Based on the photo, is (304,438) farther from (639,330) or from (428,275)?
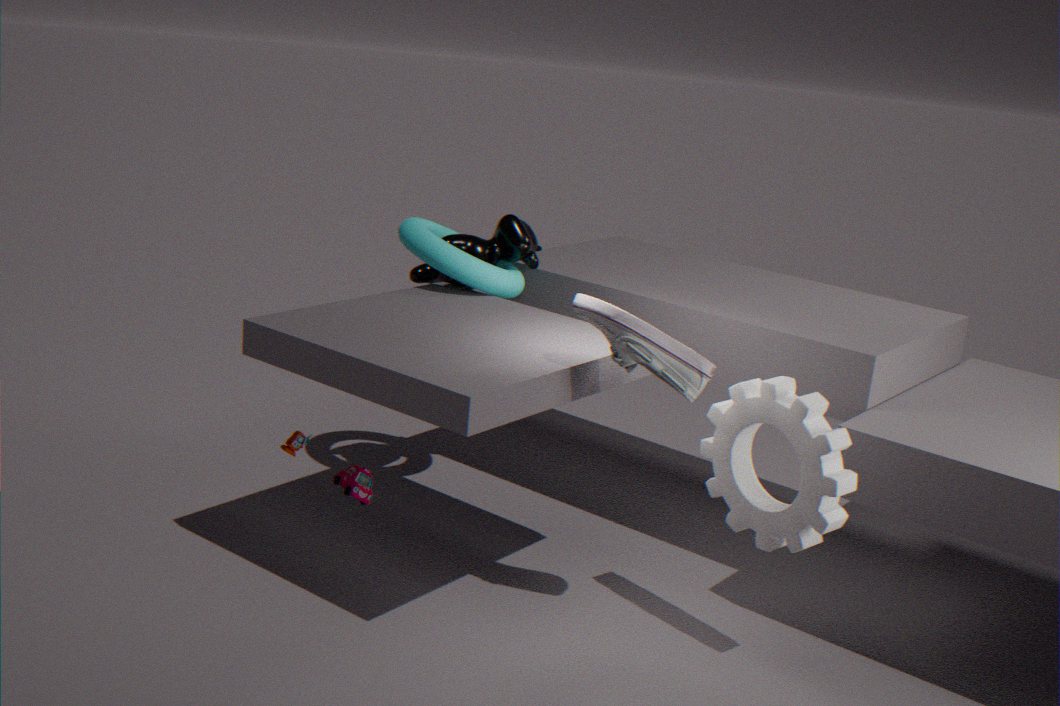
(639,330)
